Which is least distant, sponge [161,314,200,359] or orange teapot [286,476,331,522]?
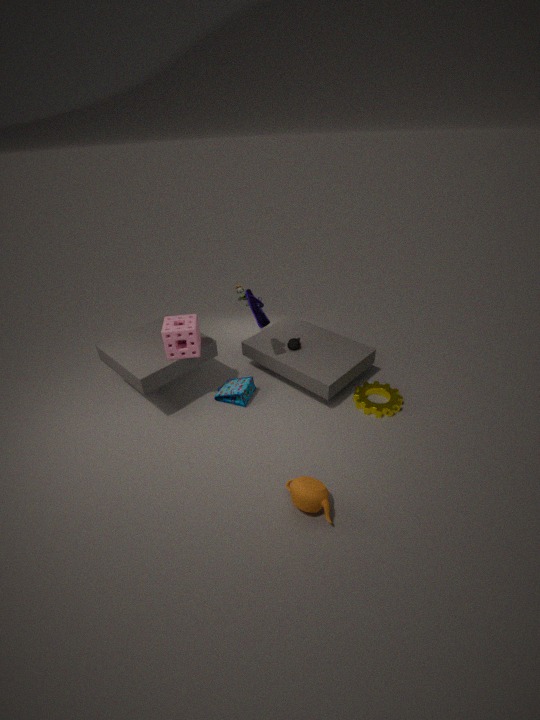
orange teapot [286,476,331,522]
